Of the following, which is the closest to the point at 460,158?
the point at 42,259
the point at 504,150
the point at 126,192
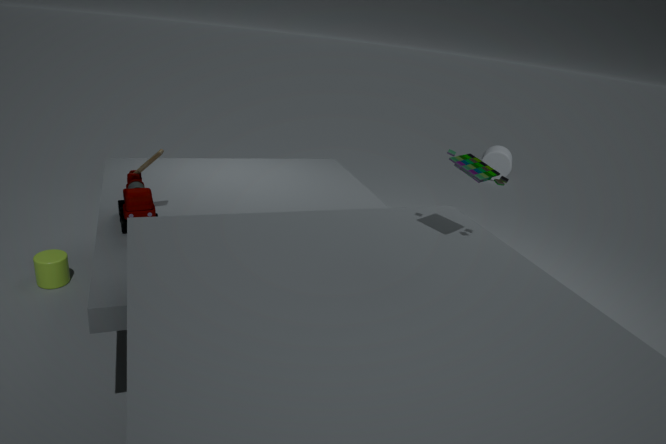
the point at 126,192
